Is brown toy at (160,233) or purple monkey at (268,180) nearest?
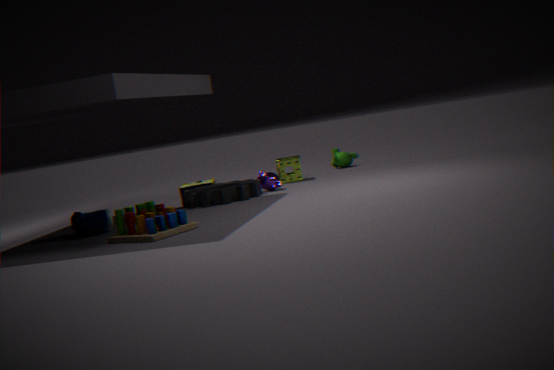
brown toy at (160,233)
